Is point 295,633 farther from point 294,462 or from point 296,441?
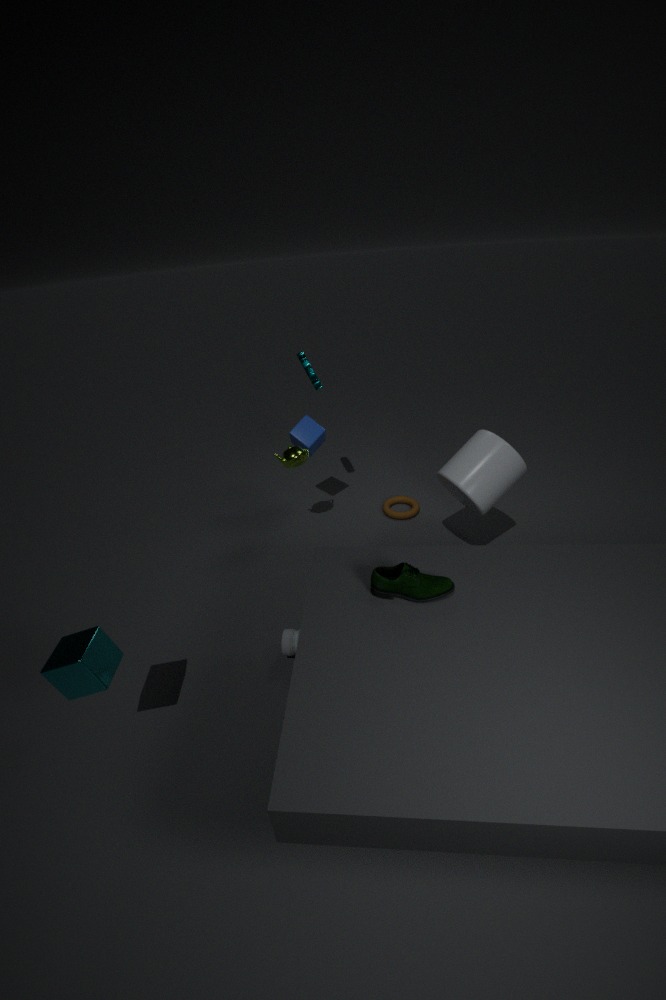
point 296,441
